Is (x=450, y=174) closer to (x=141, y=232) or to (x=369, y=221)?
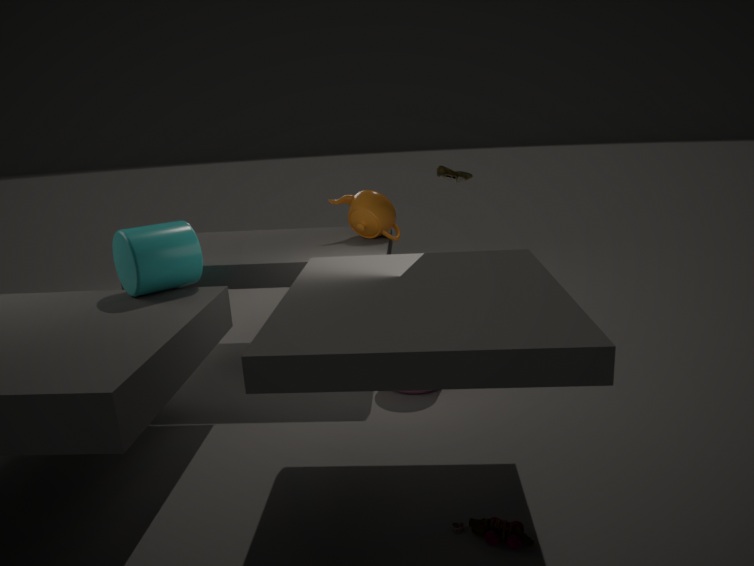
(x=369, y=221)
